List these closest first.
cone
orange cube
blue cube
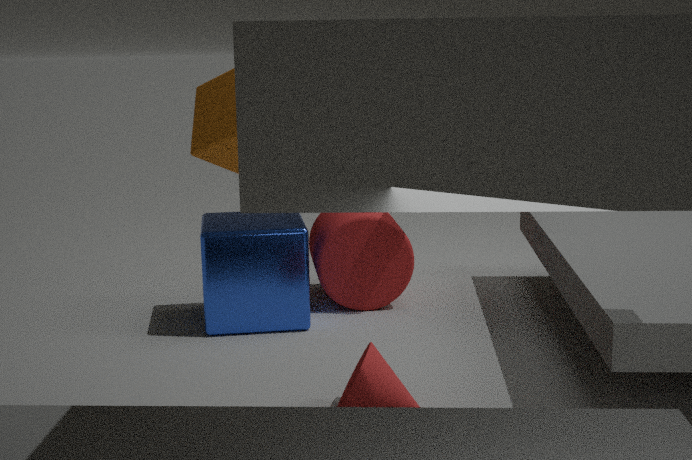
orange cube < cone < blue cube
